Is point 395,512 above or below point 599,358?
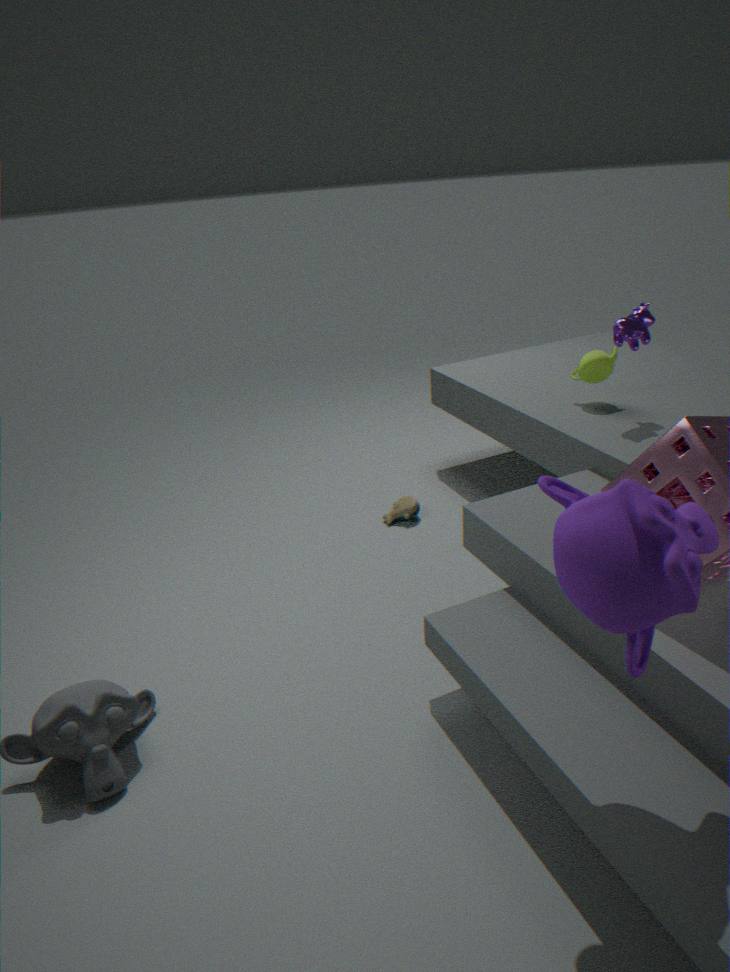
below
